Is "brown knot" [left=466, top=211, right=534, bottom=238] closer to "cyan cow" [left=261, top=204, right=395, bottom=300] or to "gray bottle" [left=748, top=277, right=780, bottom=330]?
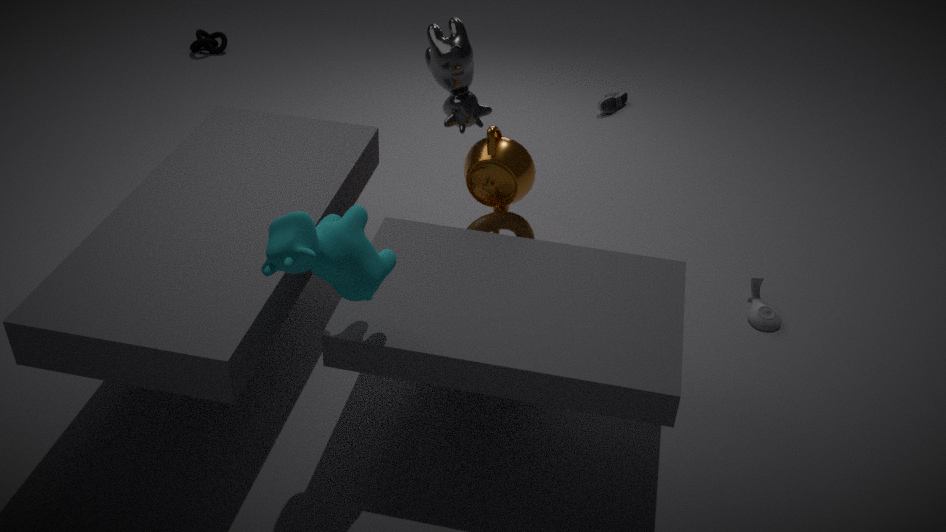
"cyan cow" [left=261, top=204, right=395, bottom=300]
